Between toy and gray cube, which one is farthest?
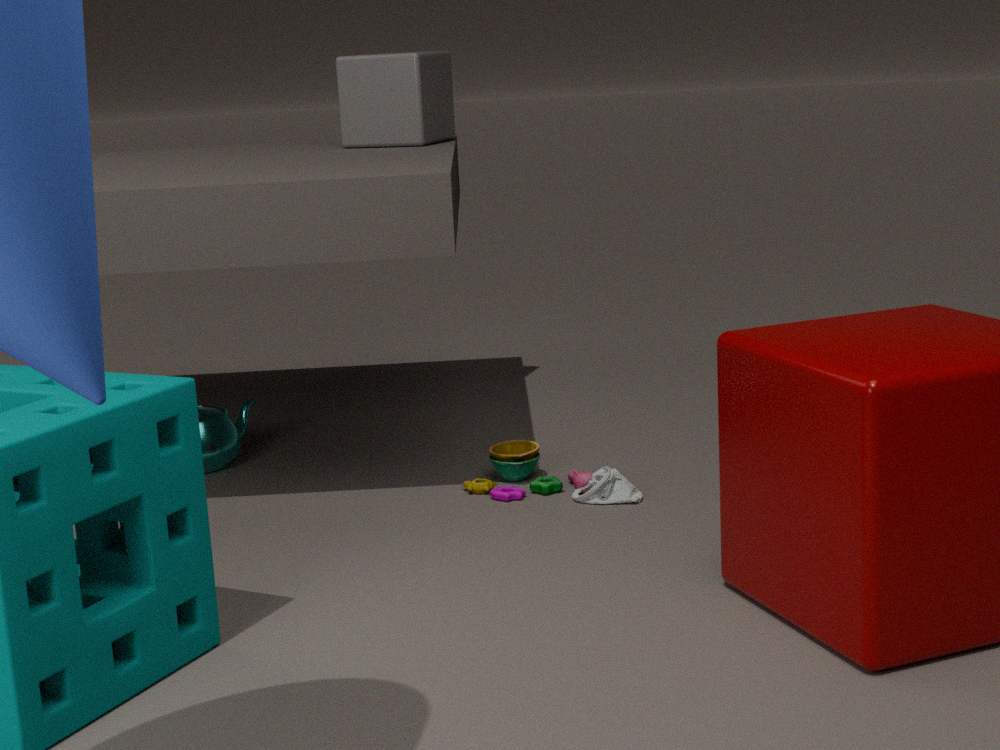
gray cube
